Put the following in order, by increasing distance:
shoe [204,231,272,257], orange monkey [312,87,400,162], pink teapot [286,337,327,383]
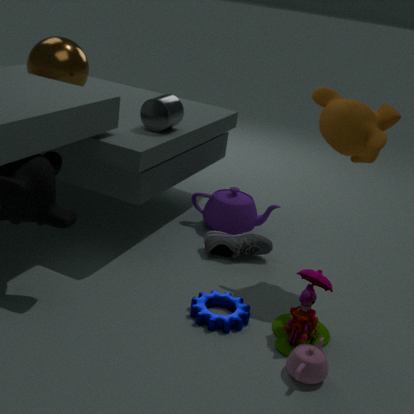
pink teapot [286,337,327,383] → orange monkey [312,87,400,162] → shoe [204,231,272,257]
